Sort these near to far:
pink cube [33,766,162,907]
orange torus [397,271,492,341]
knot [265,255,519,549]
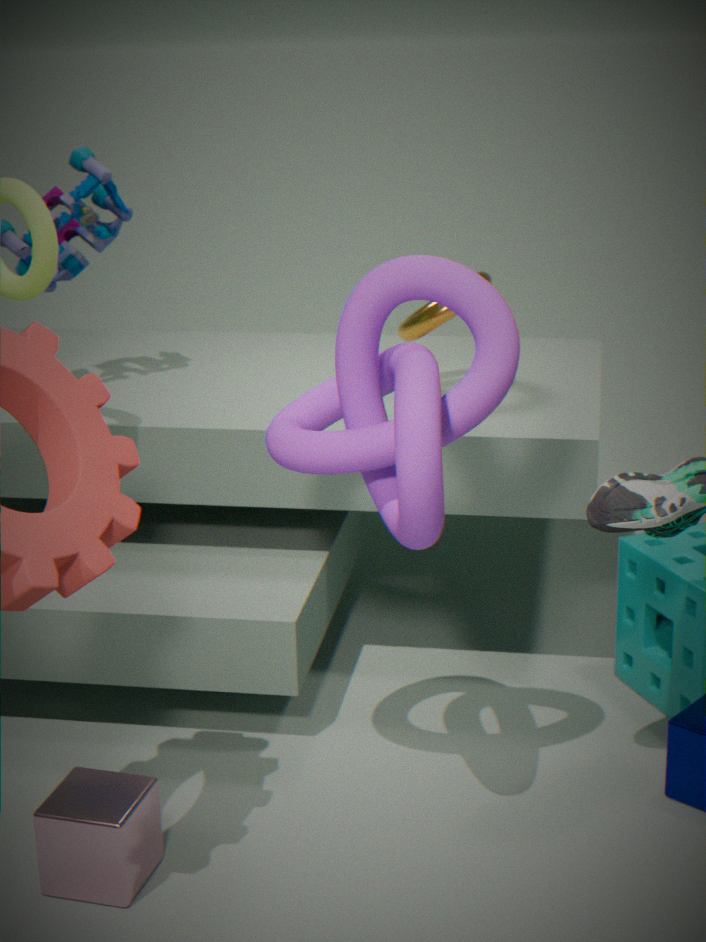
knot [265,255,519,549] → pink cube [33,766,162,907] → orange torus [397,271,492,341]
